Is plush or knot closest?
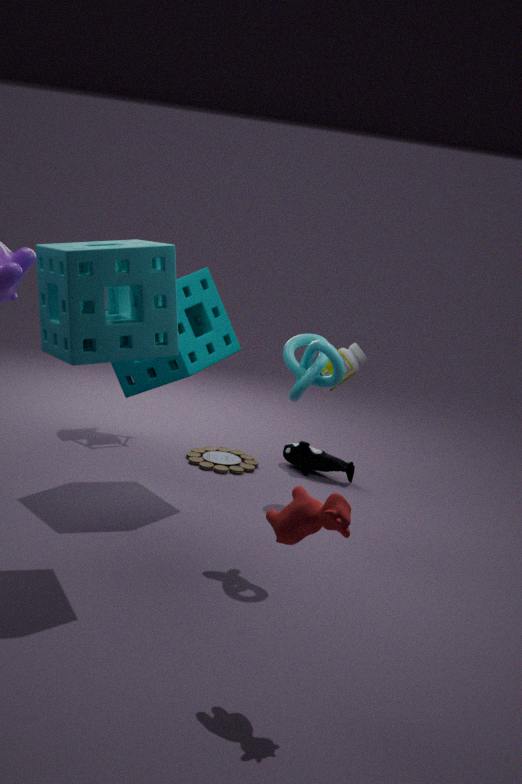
knot
